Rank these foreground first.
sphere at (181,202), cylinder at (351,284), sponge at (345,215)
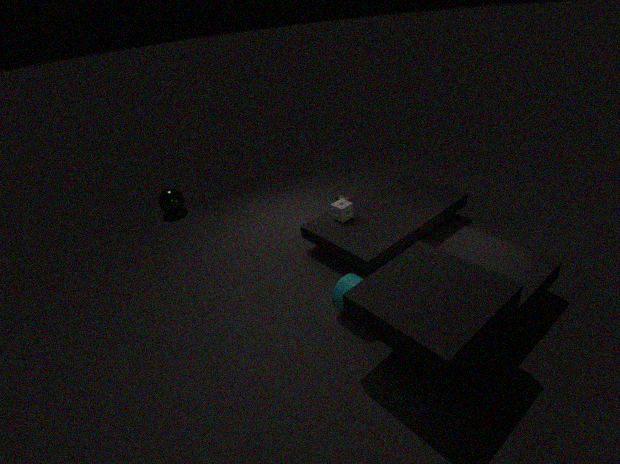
cylinder at (351,284), sponge at (345,215), sphere at (181,202)
